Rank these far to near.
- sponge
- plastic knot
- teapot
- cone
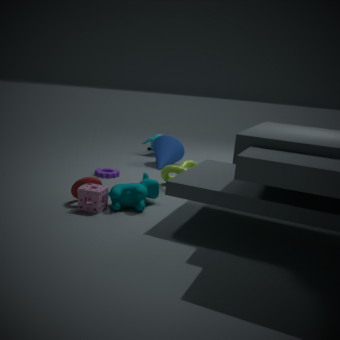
teapot → cone → plastic knot → sponge
